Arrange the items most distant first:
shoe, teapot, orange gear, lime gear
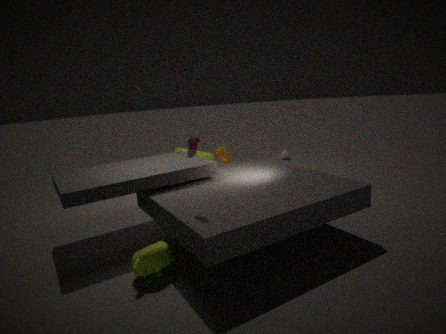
orange gear → lime gear → shoe → teapot
